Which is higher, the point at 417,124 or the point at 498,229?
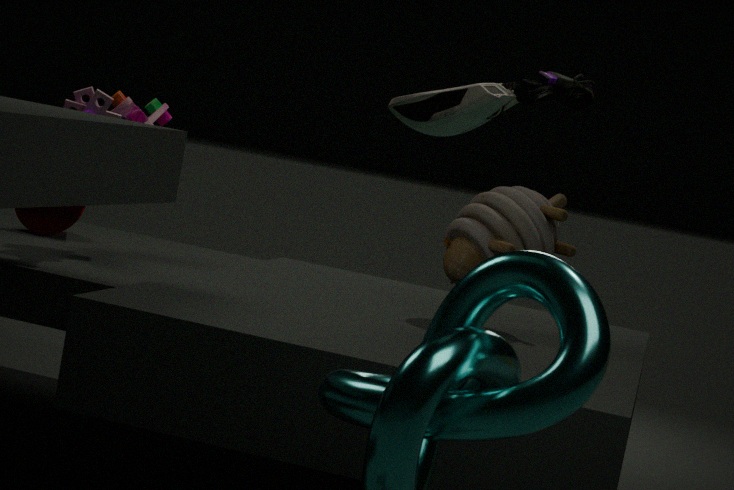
the point at 417,124
